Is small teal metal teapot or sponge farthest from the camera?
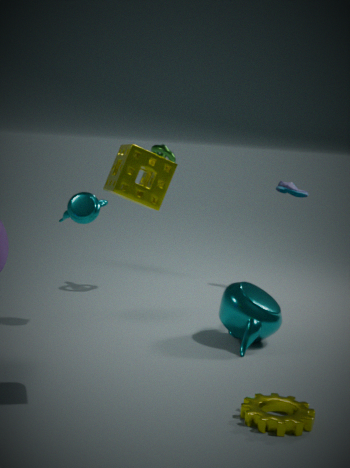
small teal metal teapot
